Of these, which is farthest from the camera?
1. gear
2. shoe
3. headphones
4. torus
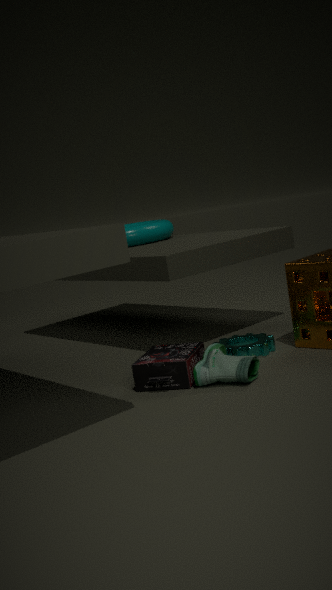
torus
